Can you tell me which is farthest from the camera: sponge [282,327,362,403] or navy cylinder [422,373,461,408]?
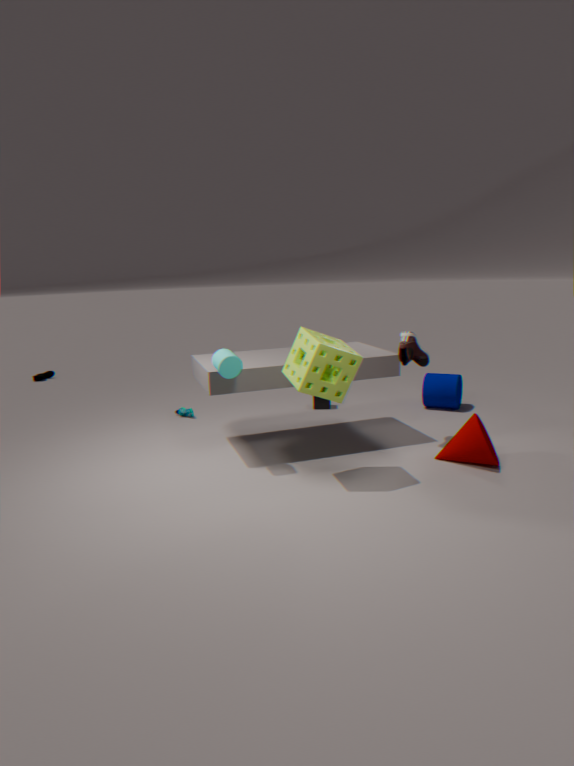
navy cylinder [422,373,461,408]
